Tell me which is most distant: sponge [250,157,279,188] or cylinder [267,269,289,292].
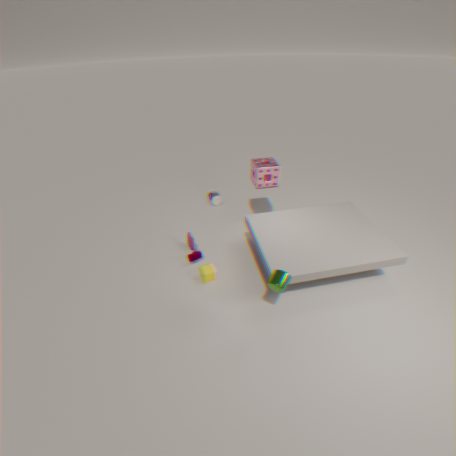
sponge [250,157,279,188]
